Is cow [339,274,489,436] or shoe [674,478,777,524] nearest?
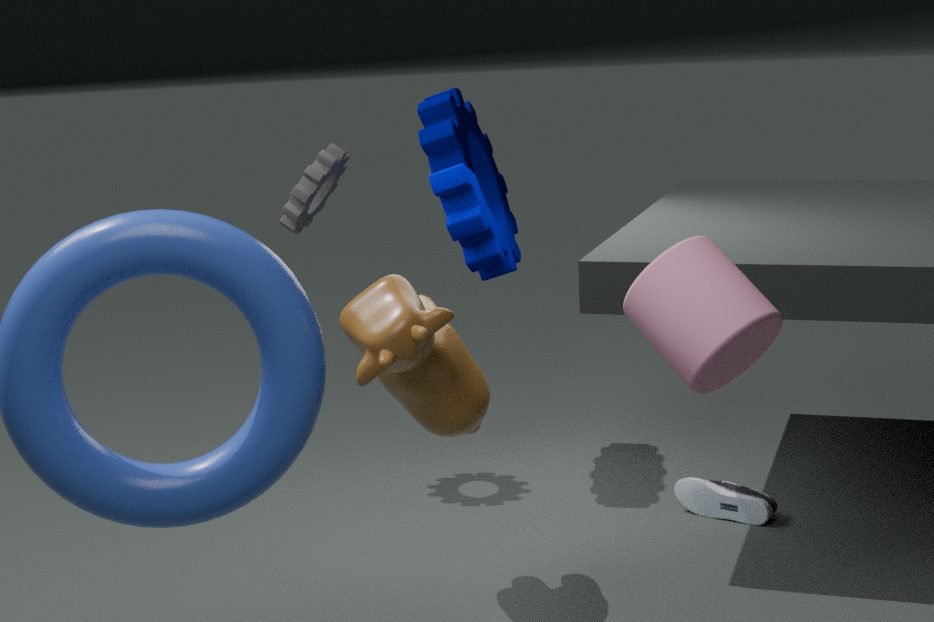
cow [339,274,489,436]
